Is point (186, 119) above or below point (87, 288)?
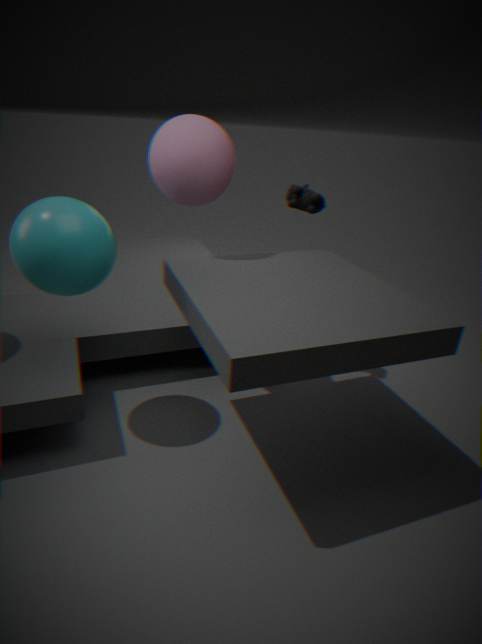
above
